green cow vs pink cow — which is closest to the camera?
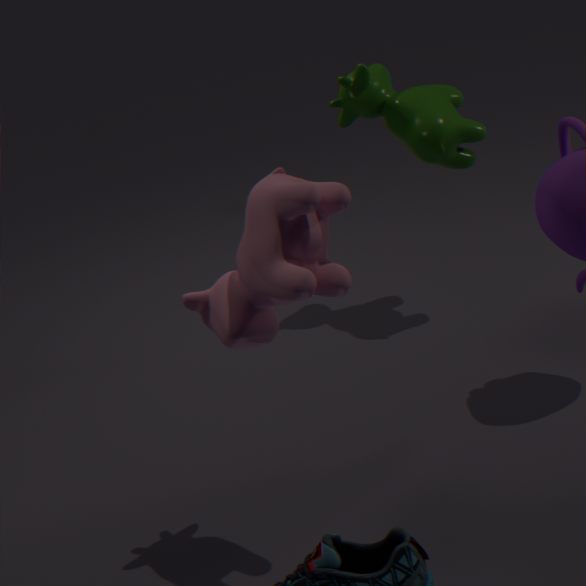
pink cow
